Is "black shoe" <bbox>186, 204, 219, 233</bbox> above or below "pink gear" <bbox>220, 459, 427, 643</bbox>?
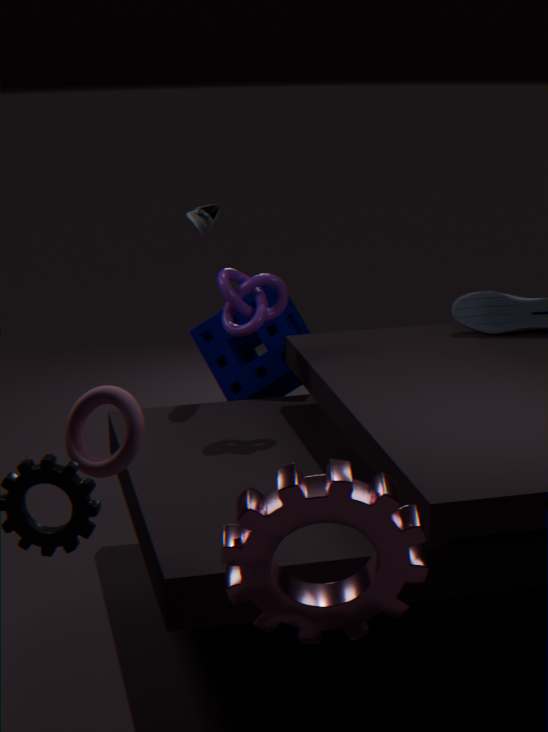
above
